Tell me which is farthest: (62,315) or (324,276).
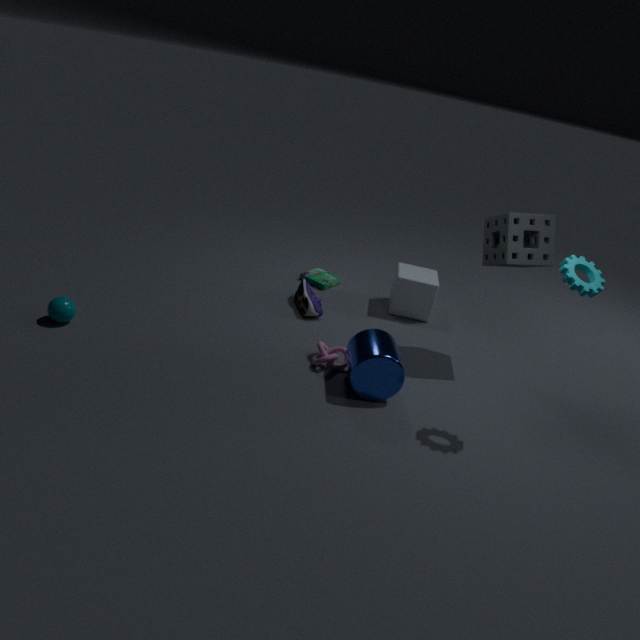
(324,276)
